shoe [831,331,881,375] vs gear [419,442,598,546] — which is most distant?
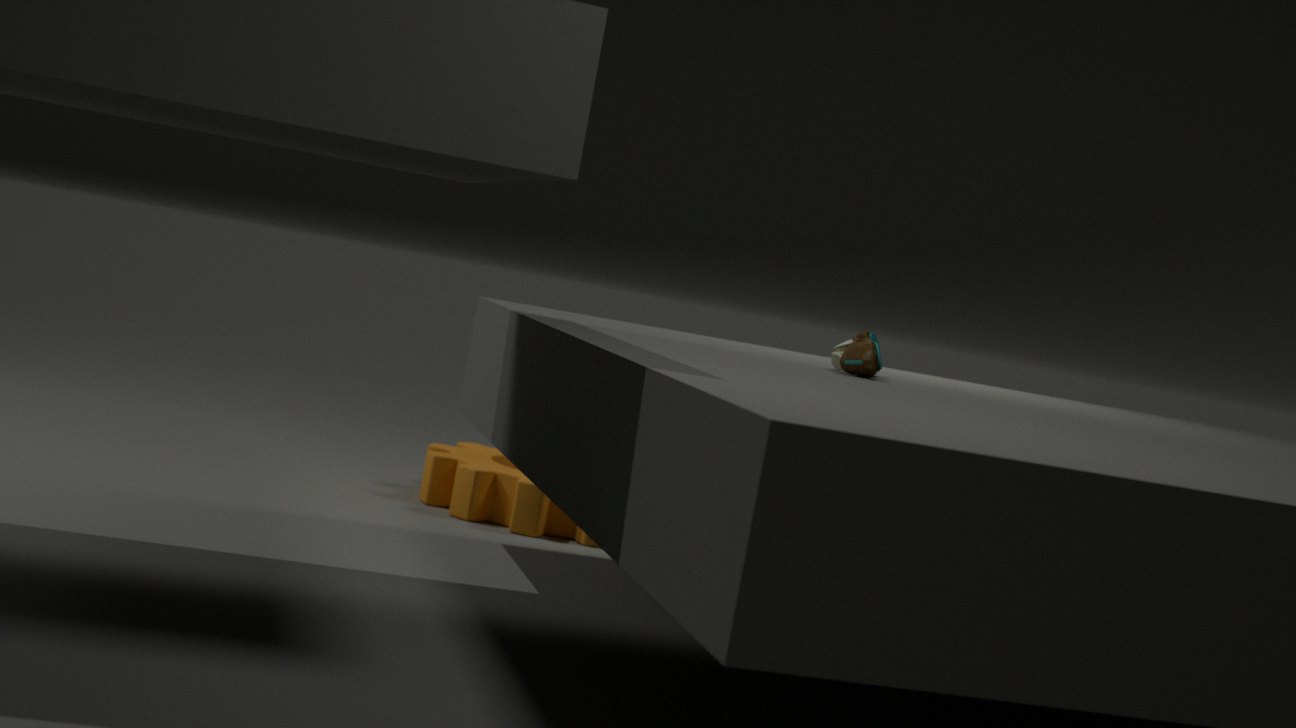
gear [419,442,598,546]
